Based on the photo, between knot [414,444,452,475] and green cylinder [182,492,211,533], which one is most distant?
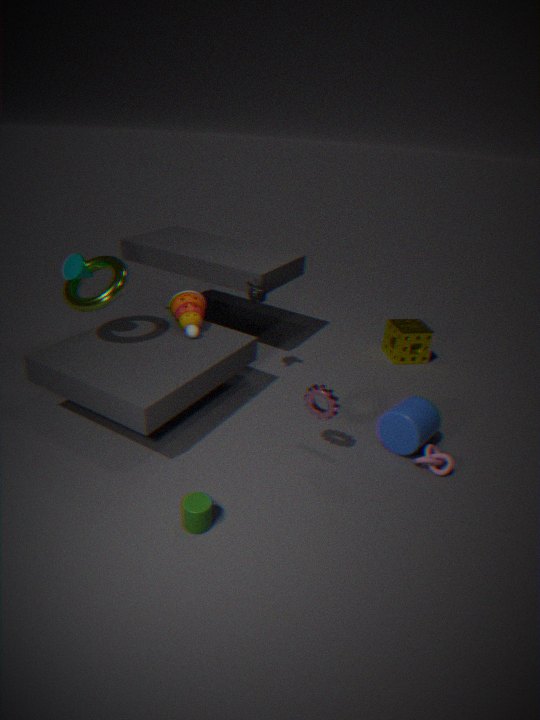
knot [414,444,452,475]
